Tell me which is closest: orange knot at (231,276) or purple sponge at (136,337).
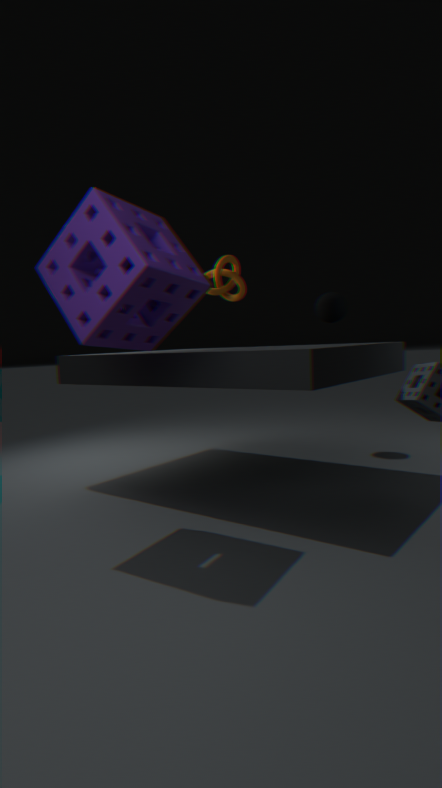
purple sponge at (136,337)
